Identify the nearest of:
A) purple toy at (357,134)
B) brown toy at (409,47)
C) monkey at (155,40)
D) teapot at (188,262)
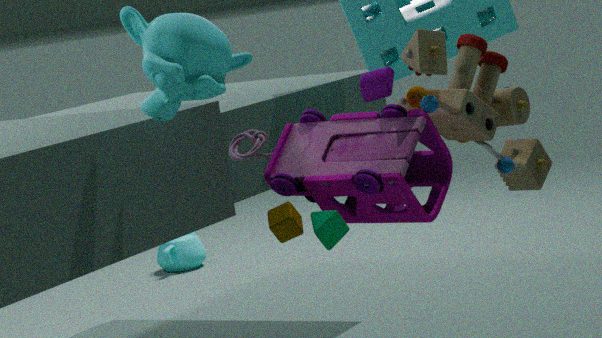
monkey at (155,40)
